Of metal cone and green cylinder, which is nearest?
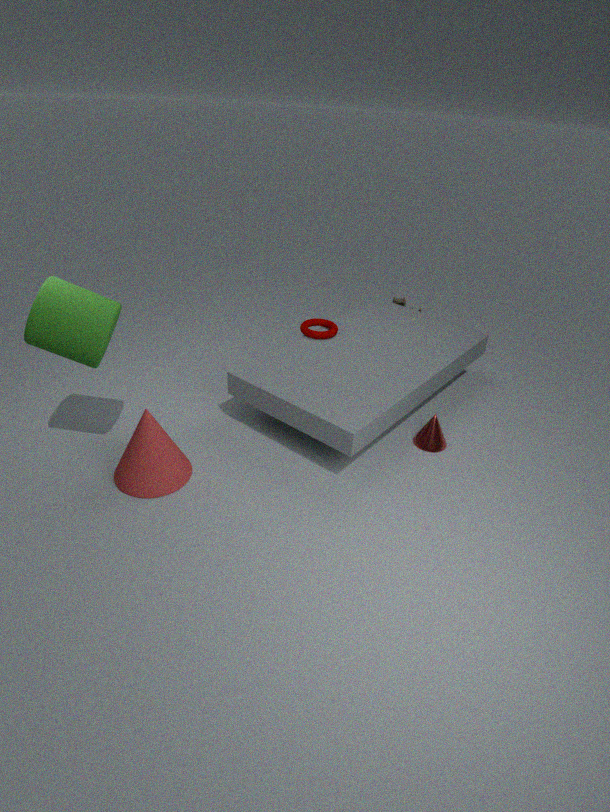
green cylinder
